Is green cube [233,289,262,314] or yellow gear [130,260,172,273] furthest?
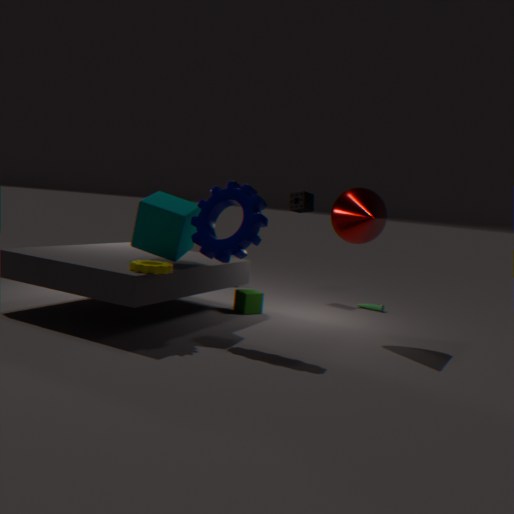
green cube [233,289,262,314]
